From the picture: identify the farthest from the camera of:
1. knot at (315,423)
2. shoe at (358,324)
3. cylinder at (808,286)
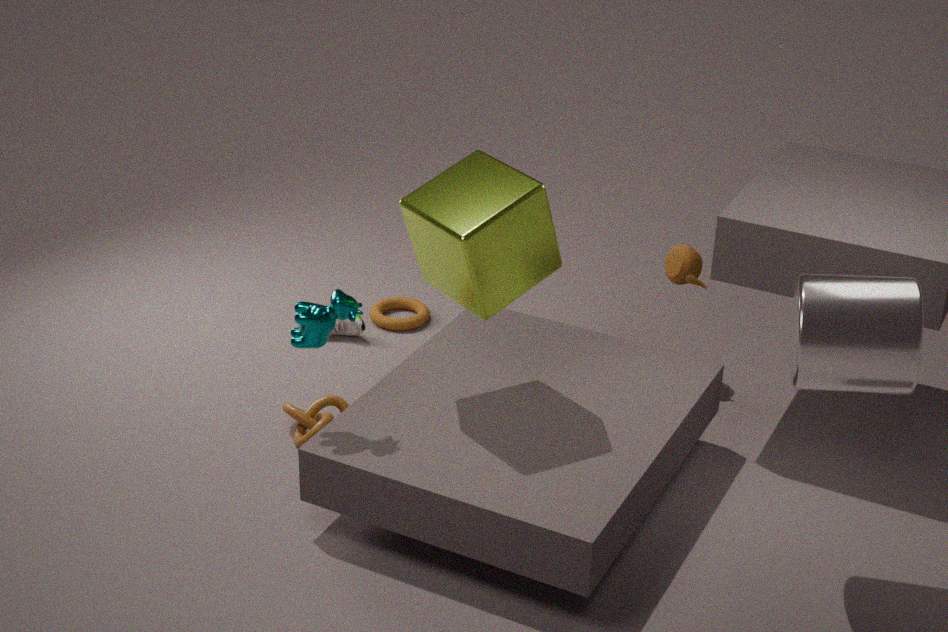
shoe at (358,324)
